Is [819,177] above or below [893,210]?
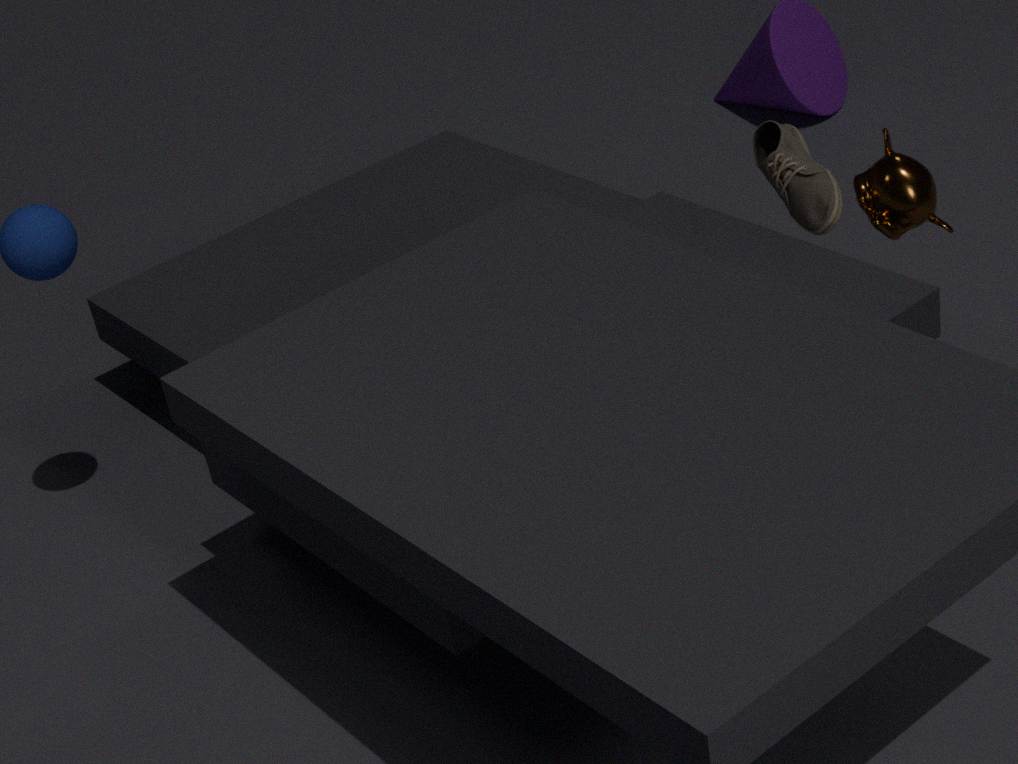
below
